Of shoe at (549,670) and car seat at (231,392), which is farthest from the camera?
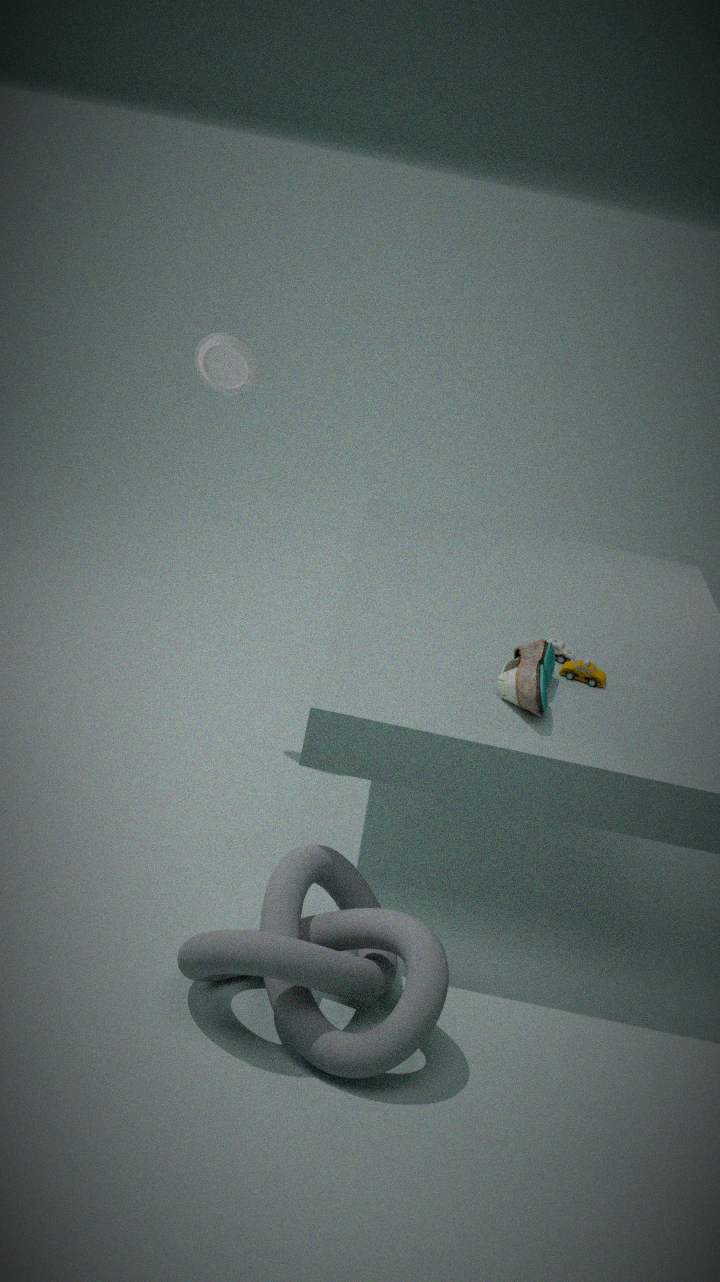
car seat at (231,392)
